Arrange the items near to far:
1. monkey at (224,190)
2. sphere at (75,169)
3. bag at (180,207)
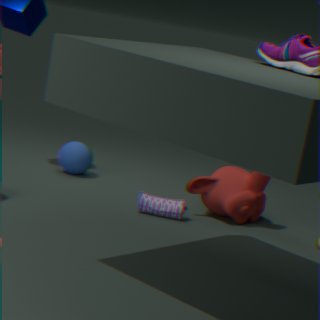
bag at (180,207) → monkey at (224,190) → sphere at (75,169)
